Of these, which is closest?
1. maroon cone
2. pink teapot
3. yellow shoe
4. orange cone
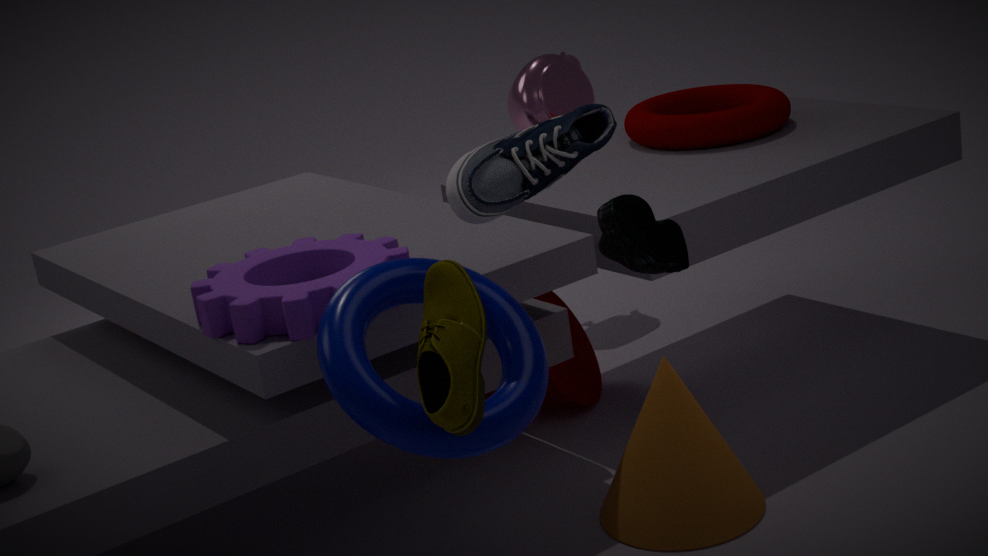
yellow shoe
